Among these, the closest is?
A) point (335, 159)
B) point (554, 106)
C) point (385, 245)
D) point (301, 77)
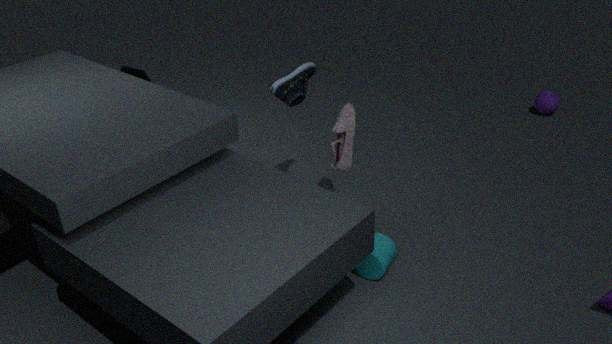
point (385, 245)
